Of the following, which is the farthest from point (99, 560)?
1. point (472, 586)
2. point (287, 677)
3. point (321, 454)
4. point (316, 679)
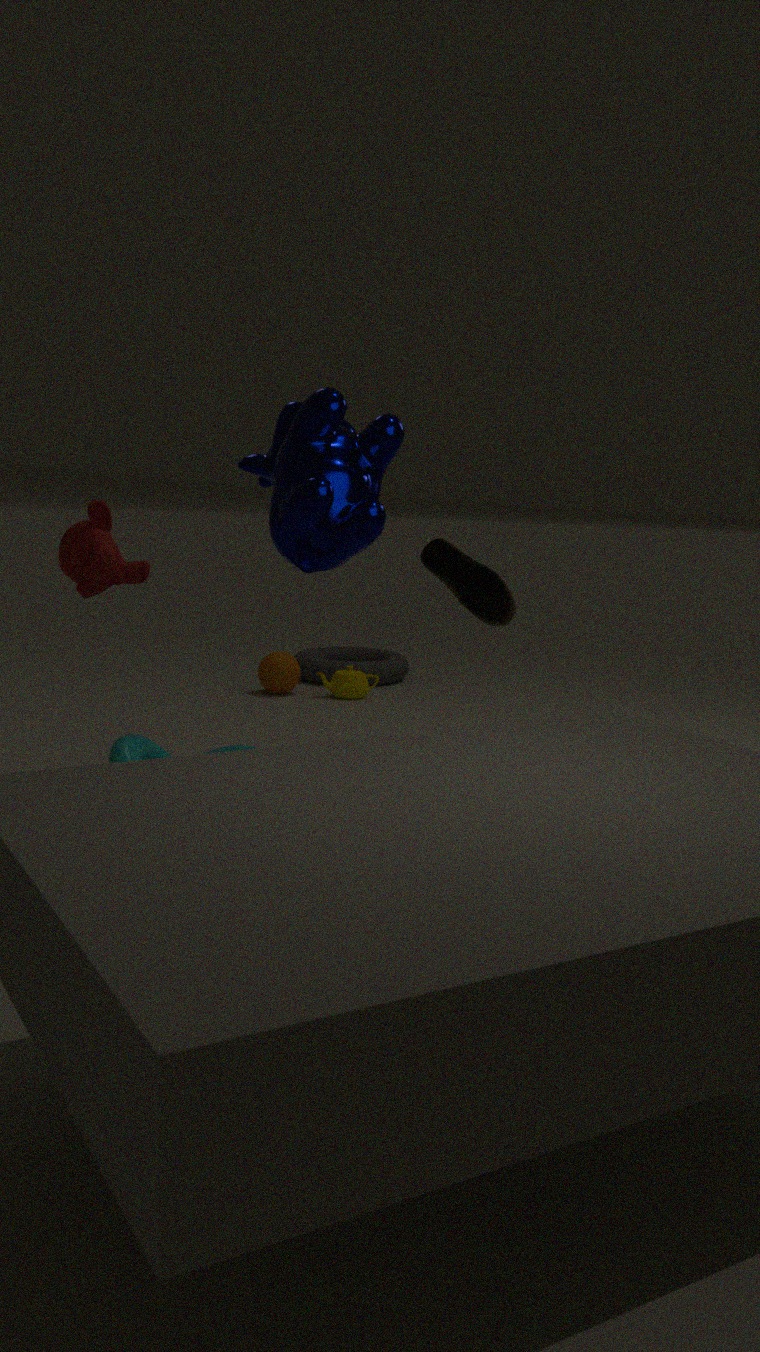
point (316, 679)
